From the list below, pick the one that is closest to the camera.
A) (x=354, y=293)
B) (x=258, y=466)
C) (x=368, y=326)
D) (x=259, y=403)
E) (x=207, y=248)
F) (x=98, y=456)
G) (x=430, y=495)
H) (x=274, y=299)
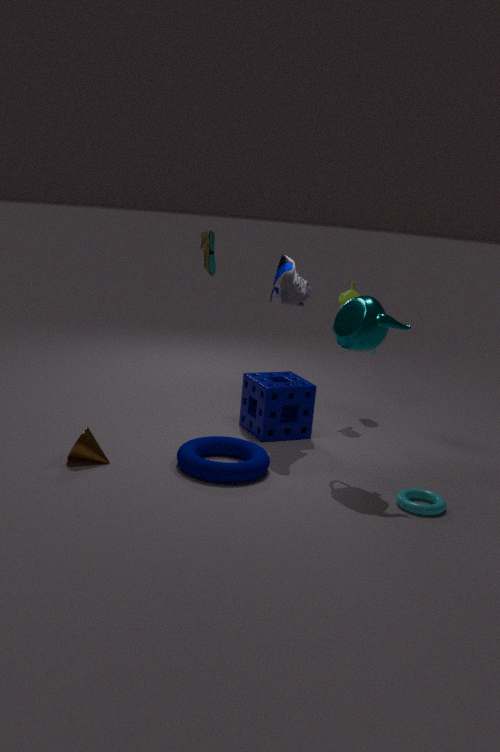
(x=430, y=495)
